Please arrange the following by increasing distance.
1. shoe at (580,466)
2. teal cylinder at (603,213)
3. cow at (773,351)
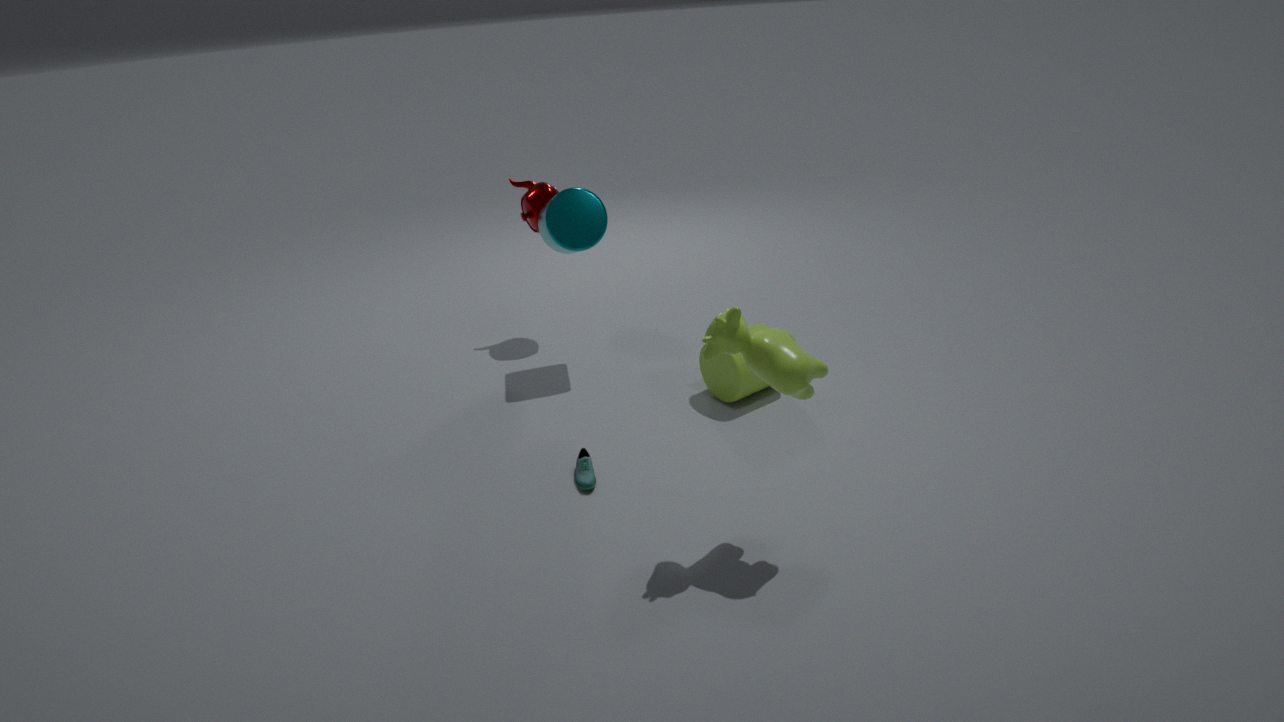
cow at (773,351) → shoe at (580,466) → teal cylinder at (603,213)
